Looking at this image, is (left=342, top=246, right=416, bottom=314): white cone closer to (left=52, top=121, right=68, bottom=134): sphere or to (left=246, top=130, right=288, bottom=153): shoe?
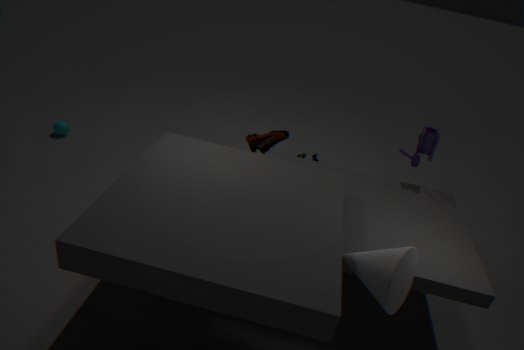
(left=246, top=130, right=288, bottom=153): shoe
